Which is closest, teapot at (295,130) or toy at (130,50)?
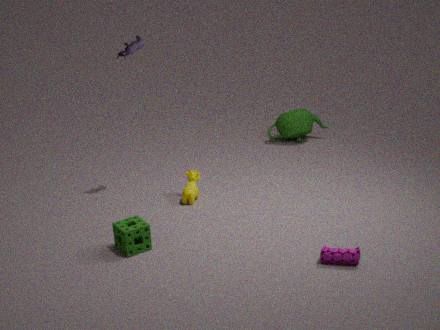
toy at (130,50)
